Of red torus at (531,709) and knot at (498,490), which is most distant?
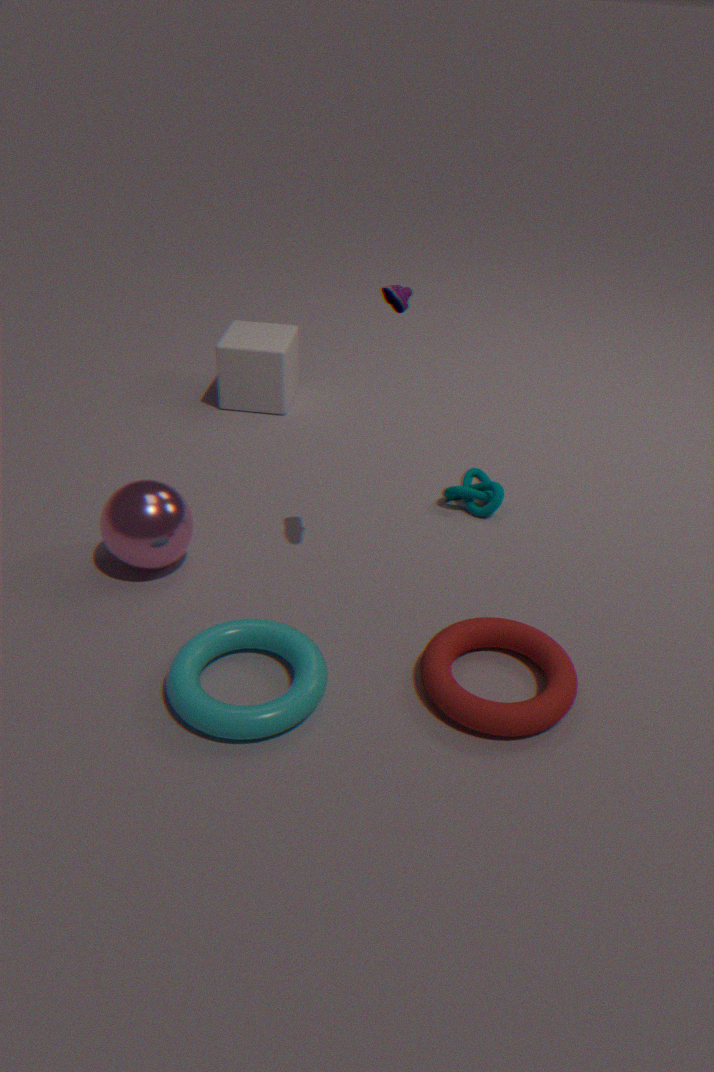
knot at (498,490)
